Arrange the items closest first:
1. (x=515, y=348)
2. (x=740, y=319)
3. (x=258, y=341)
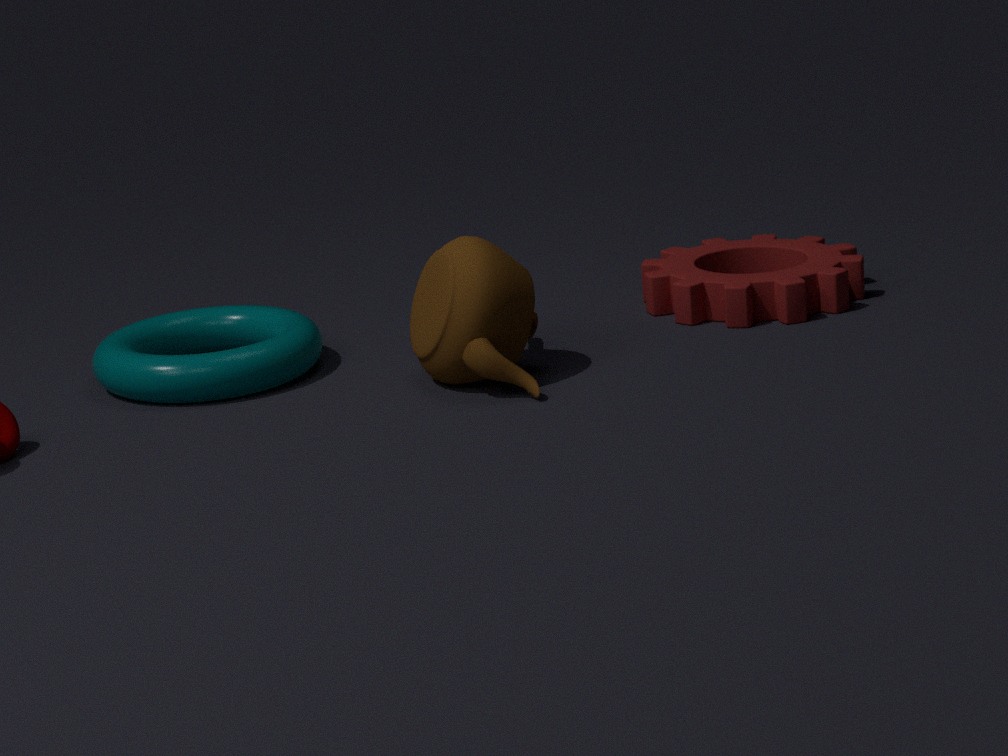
(x=515, y=348)
(x=740, y=319)
(x=258, y=341)
